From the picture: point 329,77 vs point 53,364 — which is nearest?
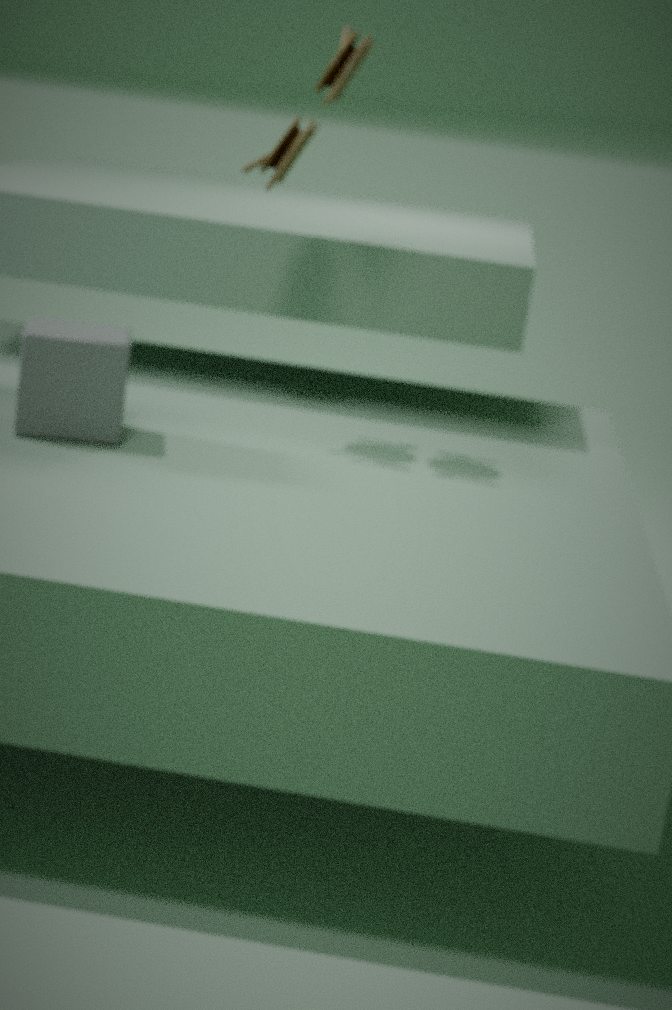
point 53,364
